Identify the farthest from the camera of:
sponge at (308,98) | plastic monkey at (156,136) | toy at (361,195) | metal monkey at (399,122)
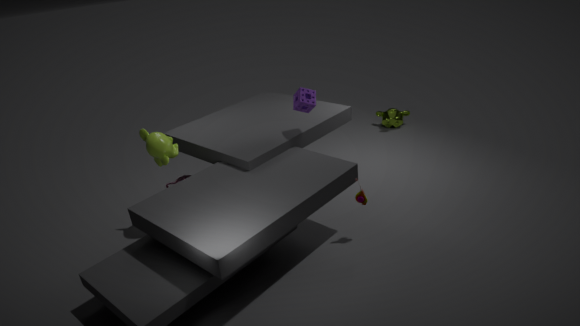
metal monkey at (399,122)
